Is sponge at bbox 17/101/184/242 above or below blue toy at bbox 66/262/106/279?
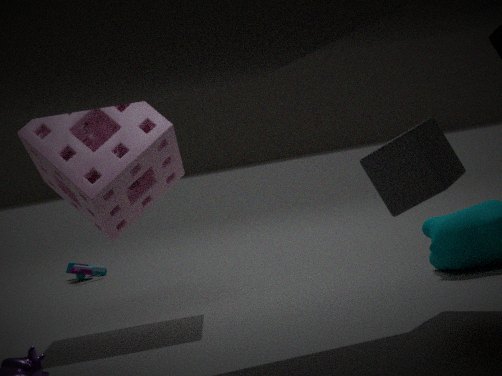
above
